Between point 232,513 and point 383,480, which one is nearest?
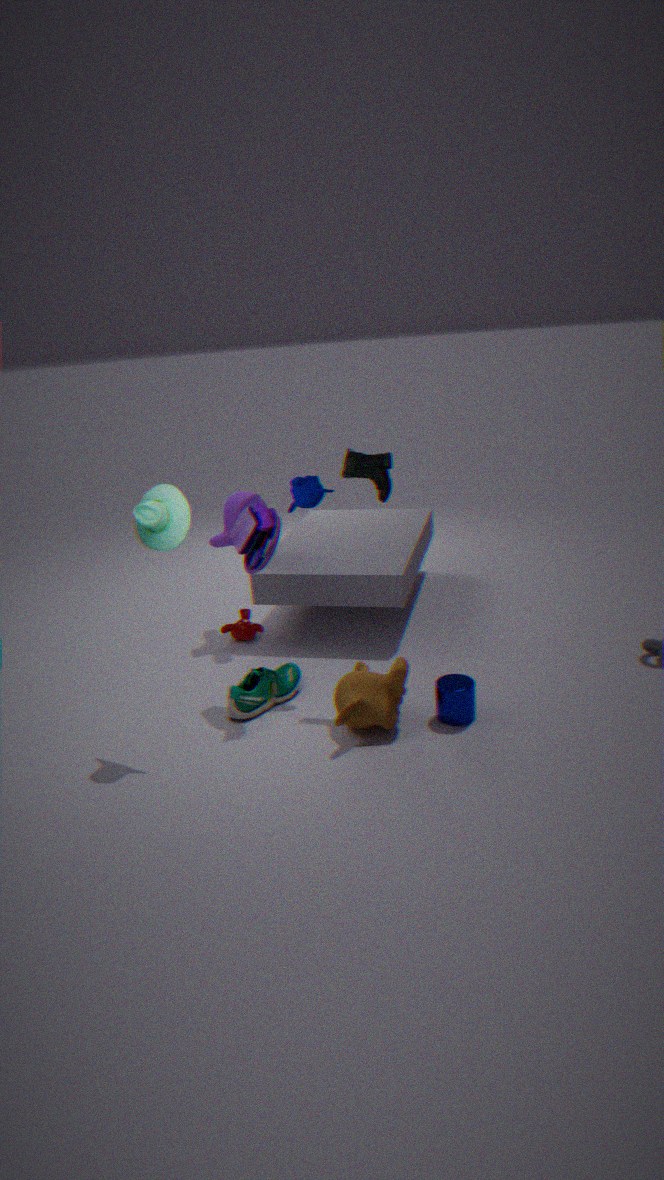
point 383,480
